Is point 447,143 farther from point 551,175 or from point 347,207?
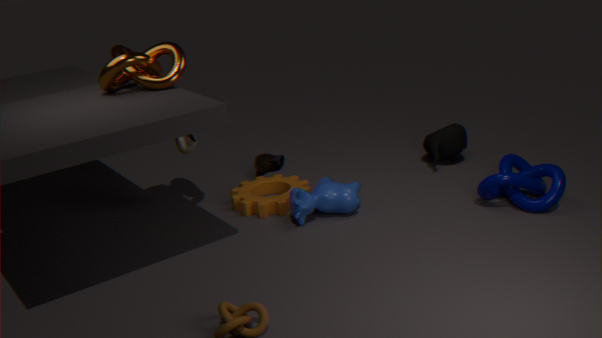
point 347,207
